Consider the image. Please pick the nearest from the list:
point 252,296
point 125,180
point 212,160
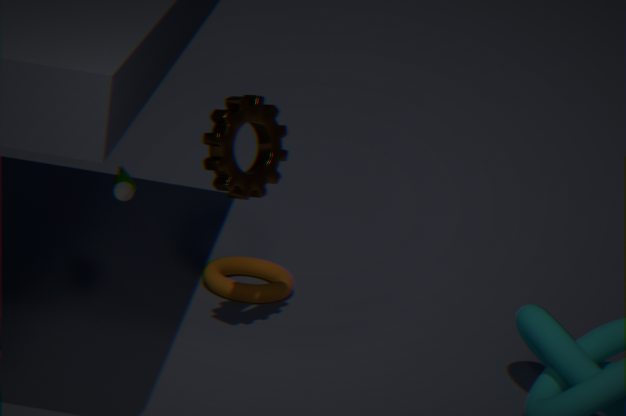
point 125,180
